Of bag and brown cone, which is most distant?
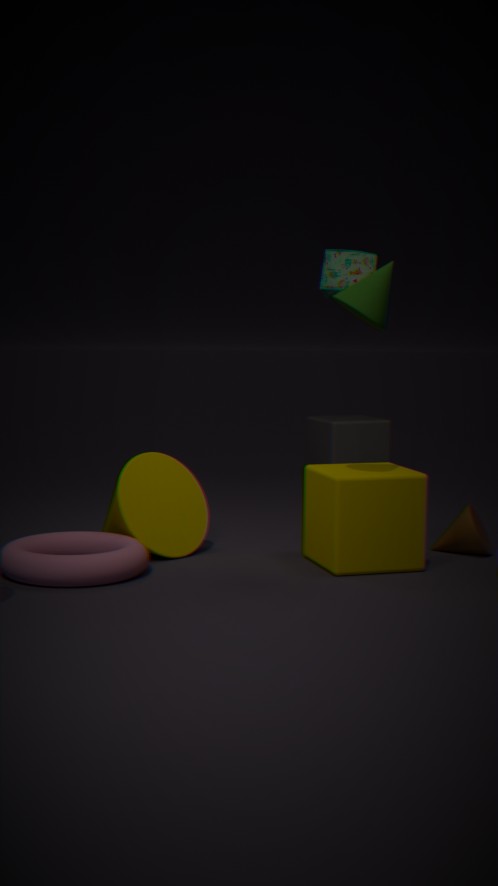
bag
